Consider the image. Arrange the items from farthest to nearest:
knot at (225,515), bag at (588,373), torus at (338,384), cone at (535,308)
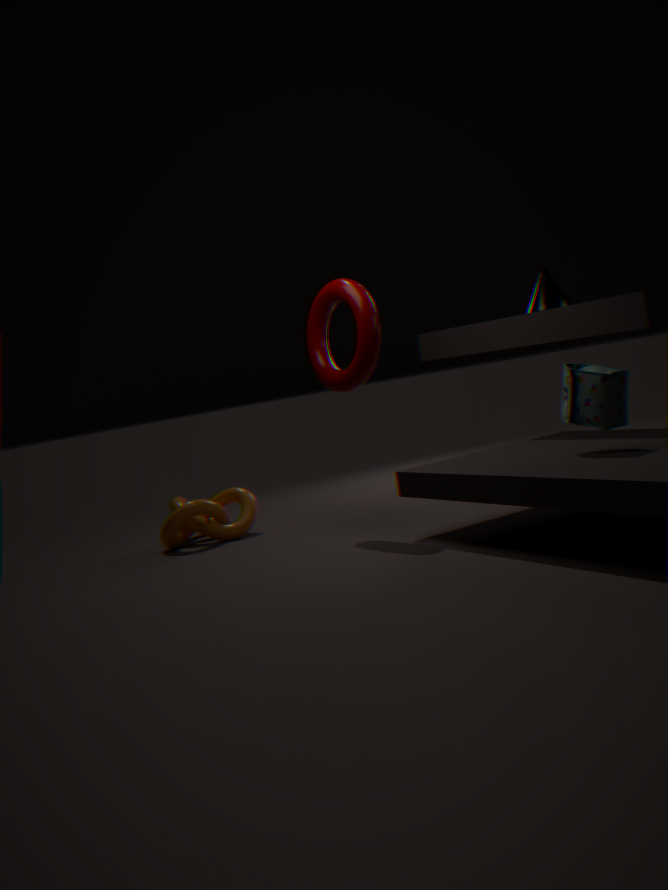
knot at (225,515) < cone at (535,308) < torus at (338,384) < bag at (588,373)
